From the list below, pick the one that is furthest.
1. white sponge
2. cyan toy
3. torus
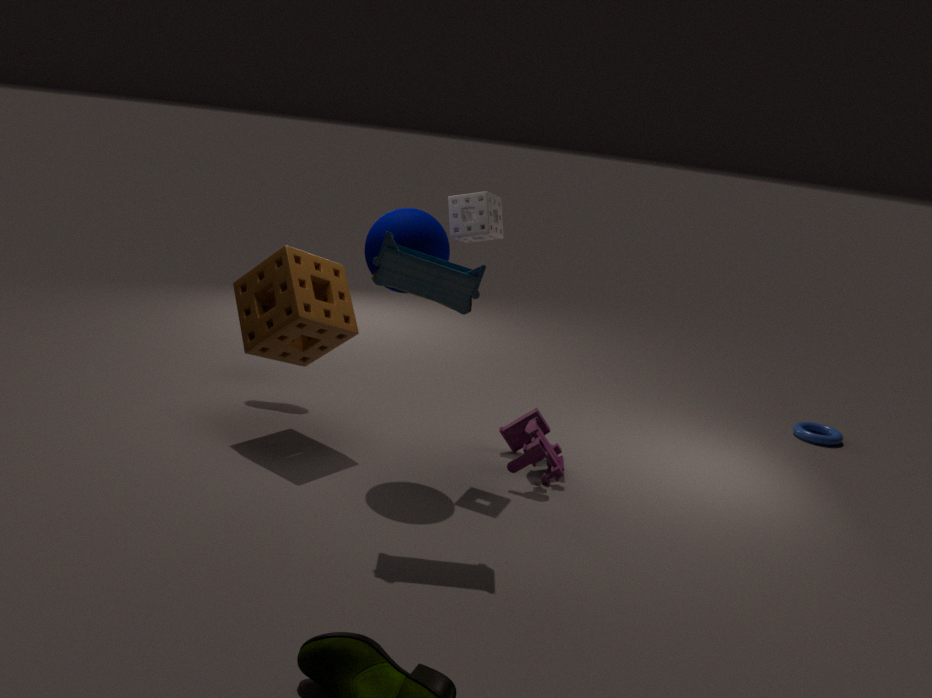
torus
